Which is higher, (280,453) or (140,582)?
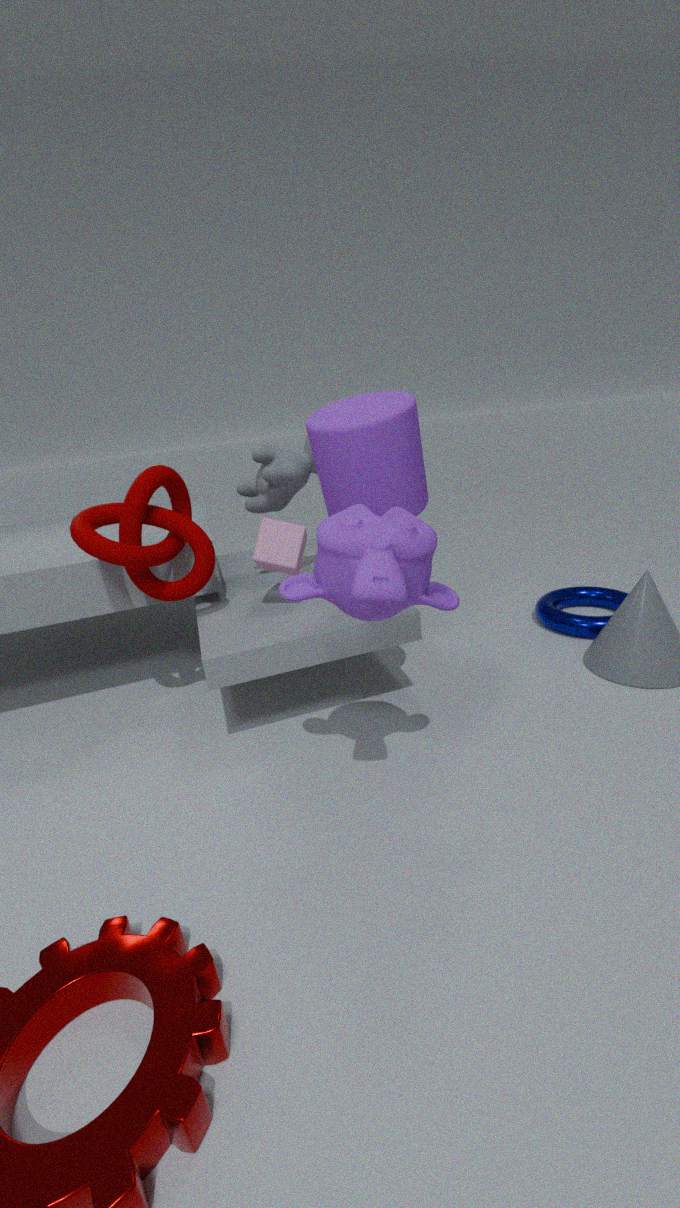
(280,453)
